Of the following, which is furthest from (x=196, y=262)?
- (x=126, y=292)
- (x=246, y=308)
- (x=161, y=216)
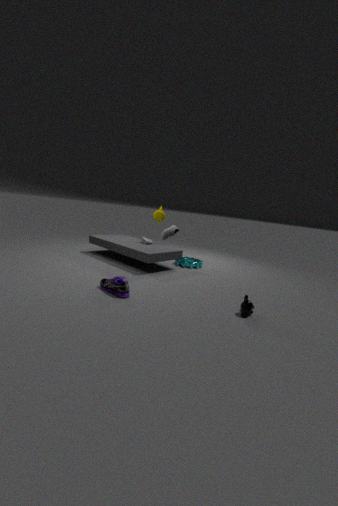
(x=246, y=308)
